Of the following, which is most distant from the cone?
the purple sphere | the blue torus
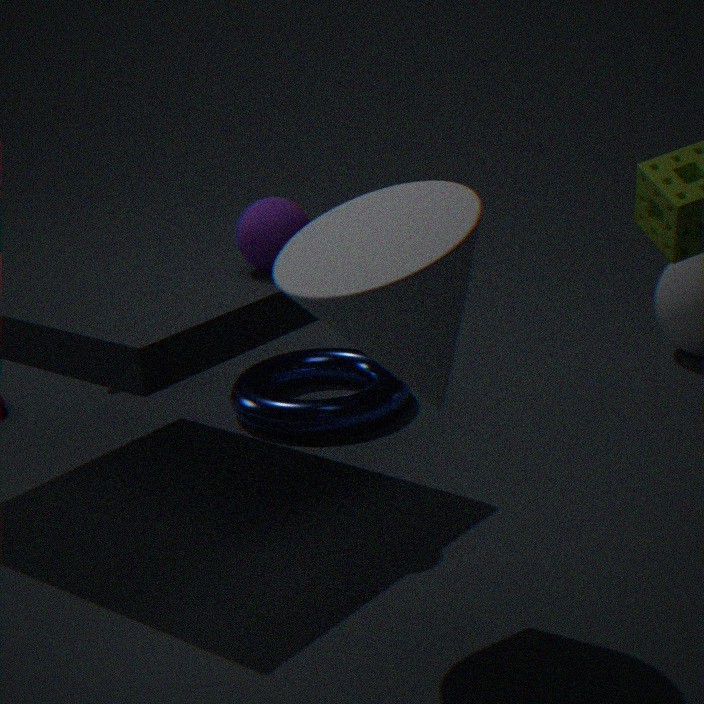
the blue torus
